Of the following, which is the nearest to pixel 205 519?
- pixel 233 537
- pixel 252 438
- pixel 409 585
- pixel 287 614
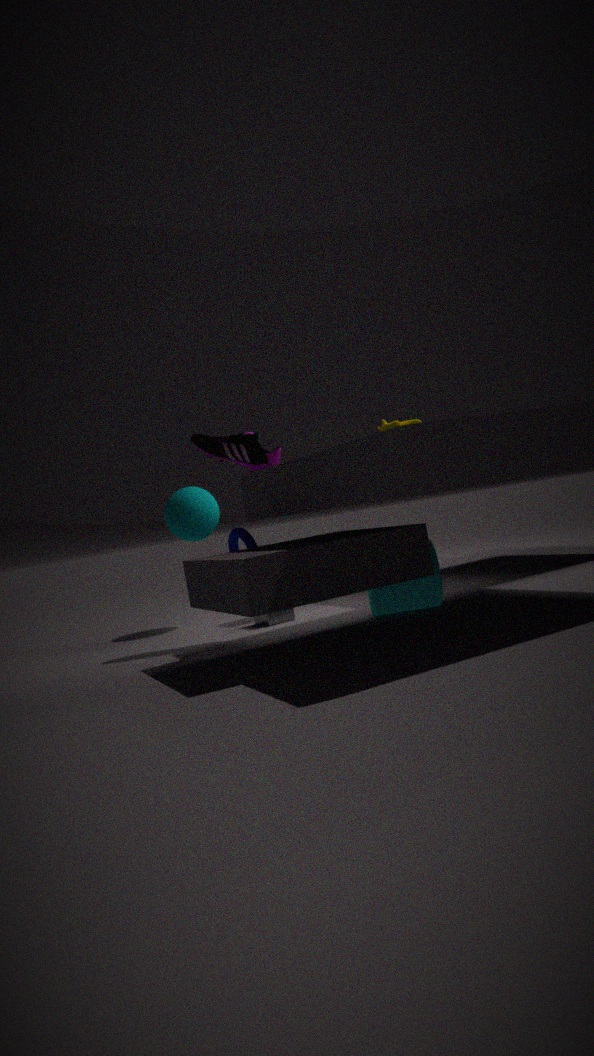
pixel 252 438
